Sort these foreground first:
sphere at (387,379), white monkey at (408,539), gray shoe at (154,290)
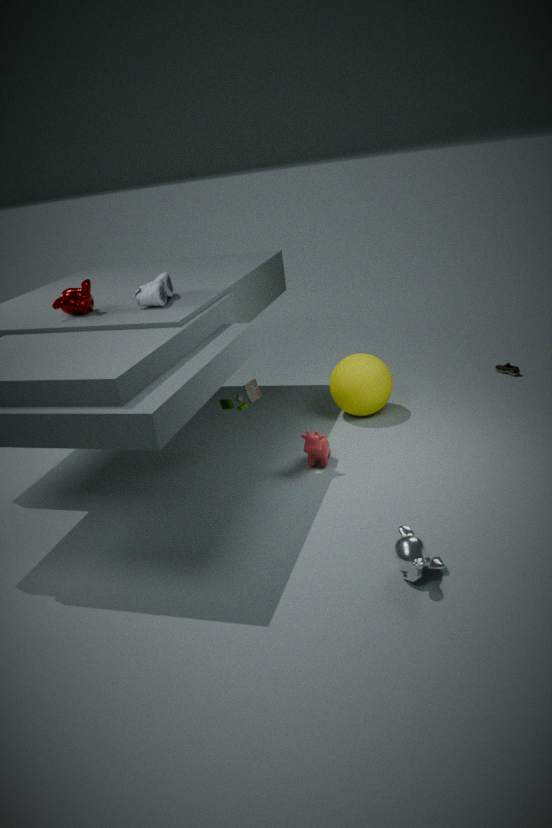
1. white monkey at (408,539)
2. gray shoe at (154,290)
3. sphere at (387,379)
